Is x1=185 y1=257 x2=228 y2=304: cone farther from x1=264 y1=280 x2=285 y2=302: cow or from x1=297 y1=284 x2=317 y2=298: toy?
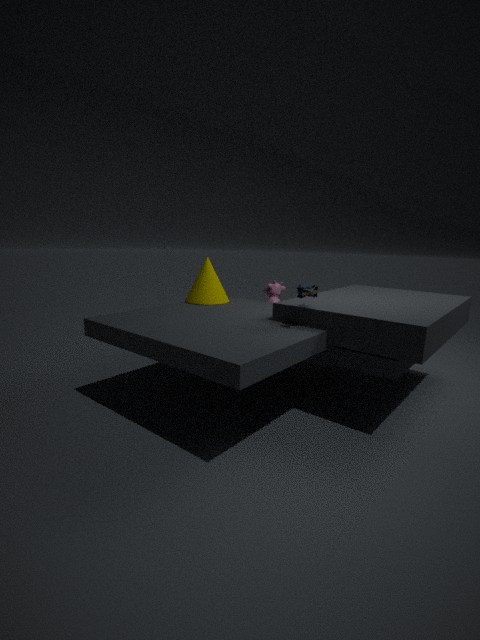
x1=297 y1=284 x2=317 y2=298: toy
